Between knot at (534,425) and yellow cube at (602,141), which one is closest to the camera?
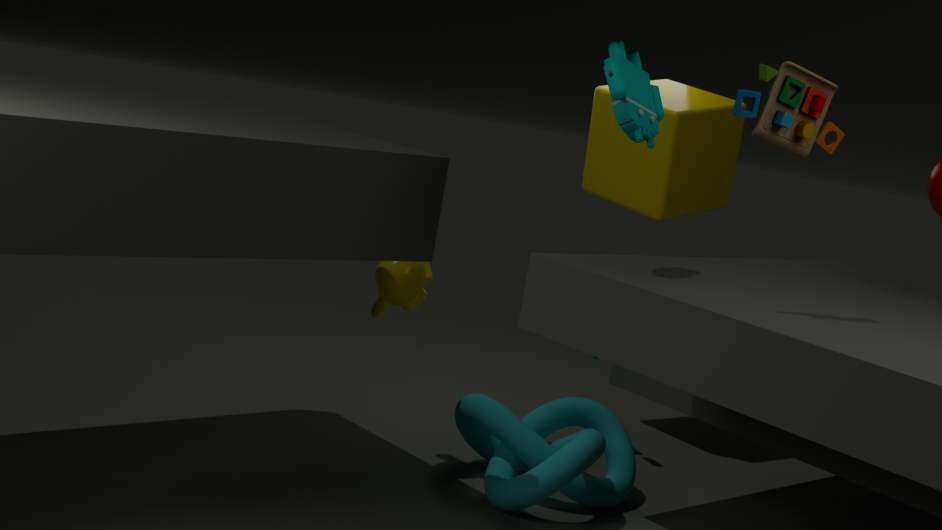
knot at (534,425)
